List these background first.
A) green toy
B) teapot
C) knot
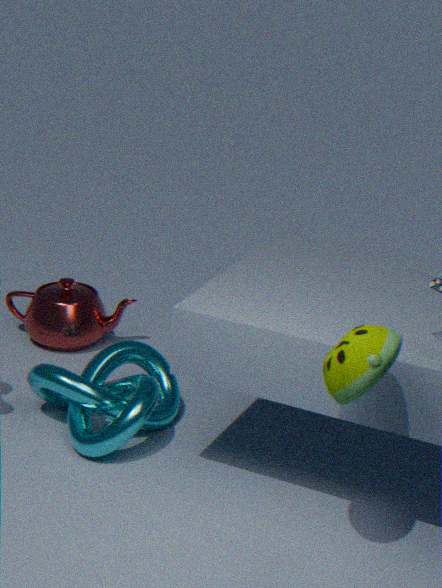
teapot → knot → green toy
